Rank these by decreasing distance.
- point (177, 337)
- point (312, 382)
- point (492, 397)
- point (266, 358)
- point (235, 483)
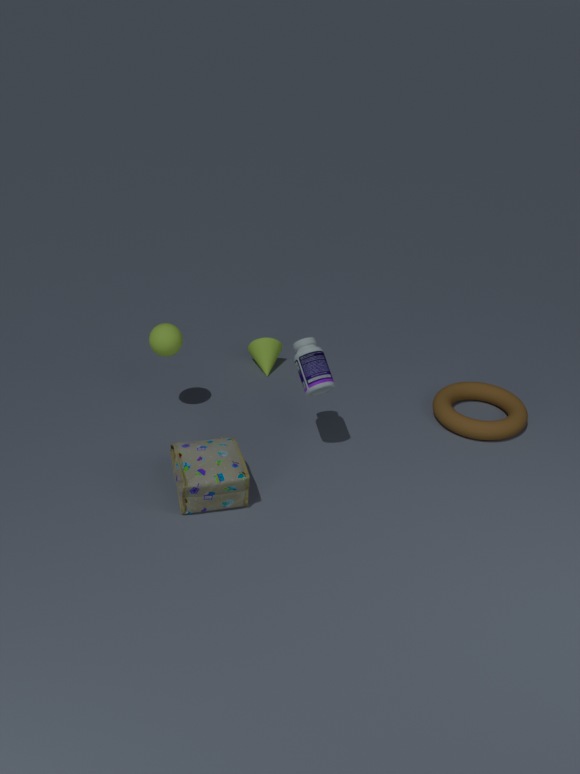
1. point (266, 358)
2. point (492, 397)
3. point (177, 337)
4. point (312, 382)
5. point (235, 483)
